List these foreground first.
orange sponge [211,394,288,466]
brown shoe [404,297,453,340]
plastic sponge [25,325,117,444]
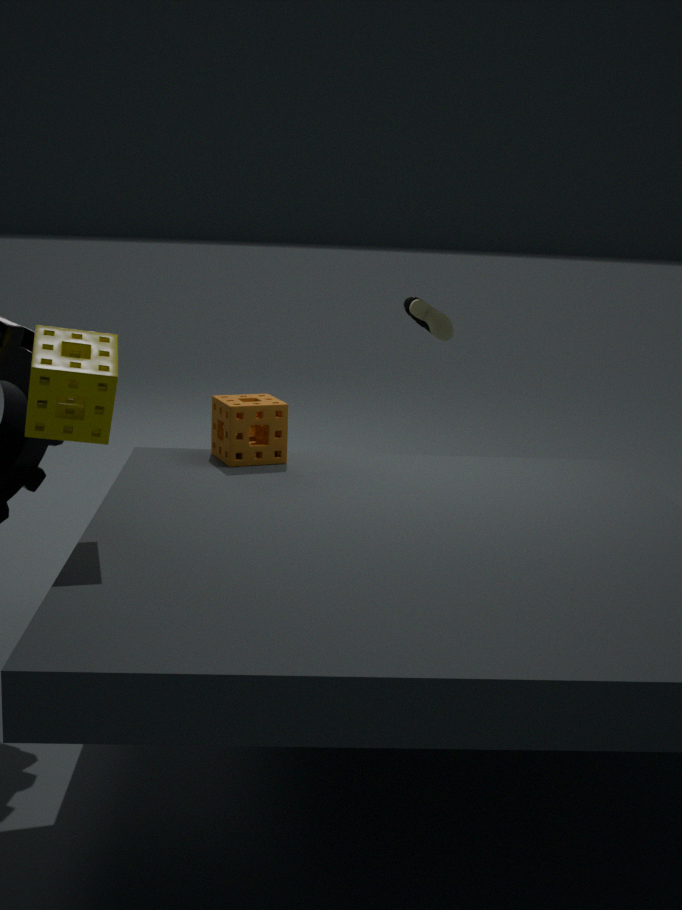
plastic sponge [25,325,117,444] → orange sponge [211,394,288,466] → brown shoe [404,297,453,340]
